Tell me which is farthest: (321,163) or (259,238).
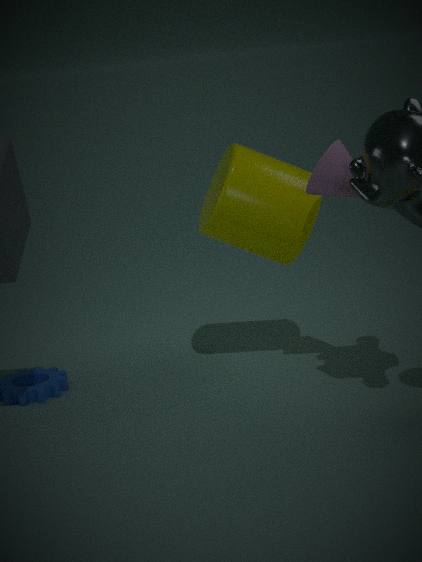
(259,238)
